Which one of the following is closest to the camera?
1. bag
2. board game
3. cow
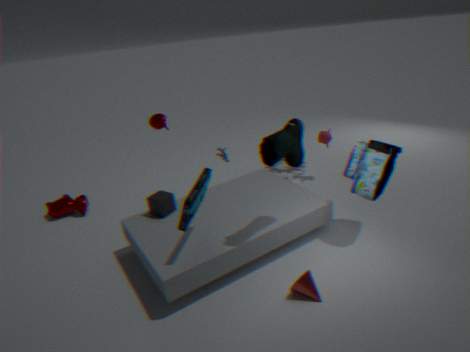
board game
